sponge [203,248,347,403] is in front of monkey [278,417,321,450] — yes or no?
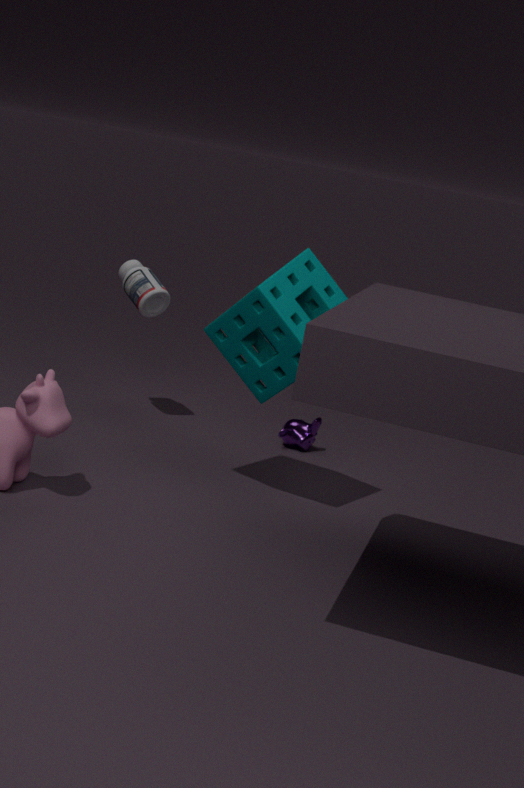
Yes
